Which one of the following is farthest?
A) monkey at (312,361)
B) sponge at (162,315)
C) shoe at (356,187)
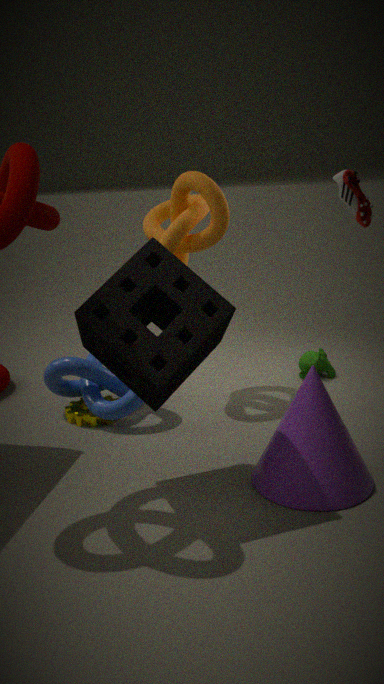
monkey at (312,361)
